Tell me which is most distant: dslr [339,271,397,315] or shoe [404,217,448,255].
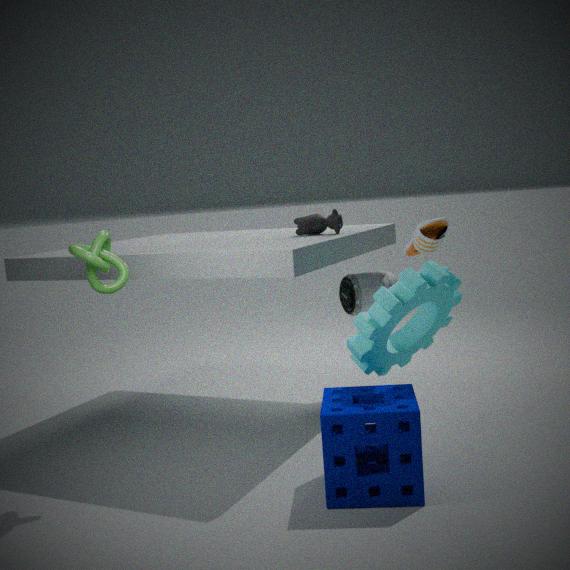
dslr [339,271,397,315]
